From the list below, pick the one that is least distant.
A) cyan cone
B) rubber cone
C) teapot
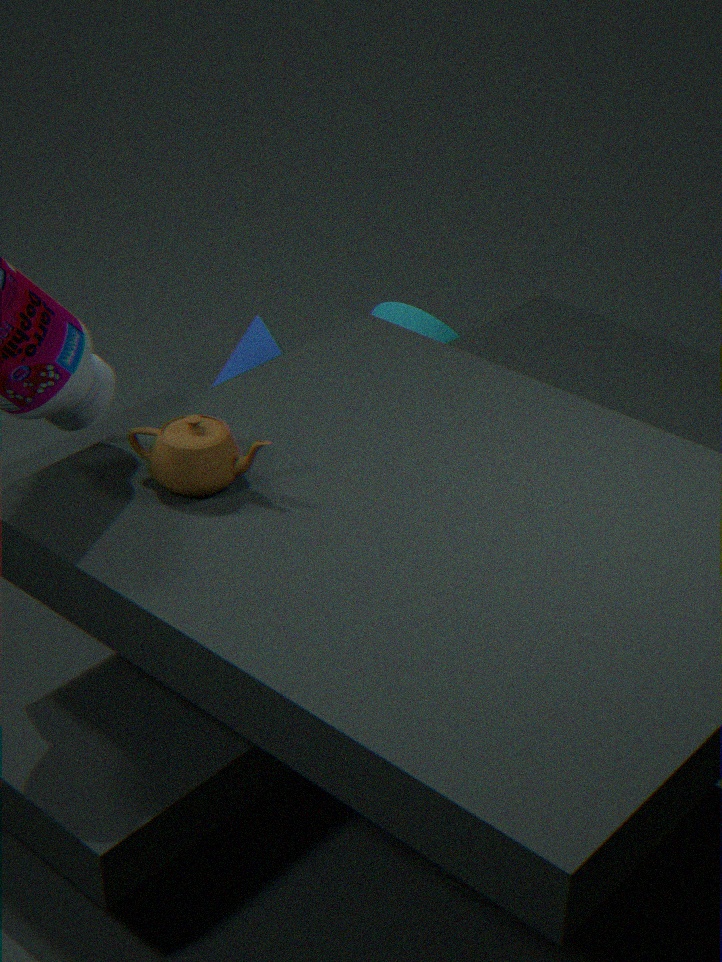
teapot
